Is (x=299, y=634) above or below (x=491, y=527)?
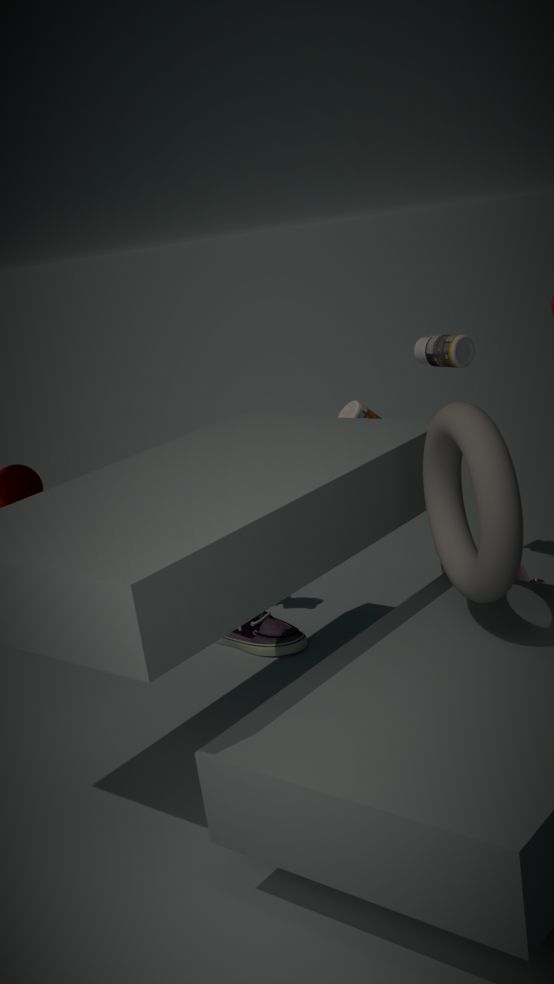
below
